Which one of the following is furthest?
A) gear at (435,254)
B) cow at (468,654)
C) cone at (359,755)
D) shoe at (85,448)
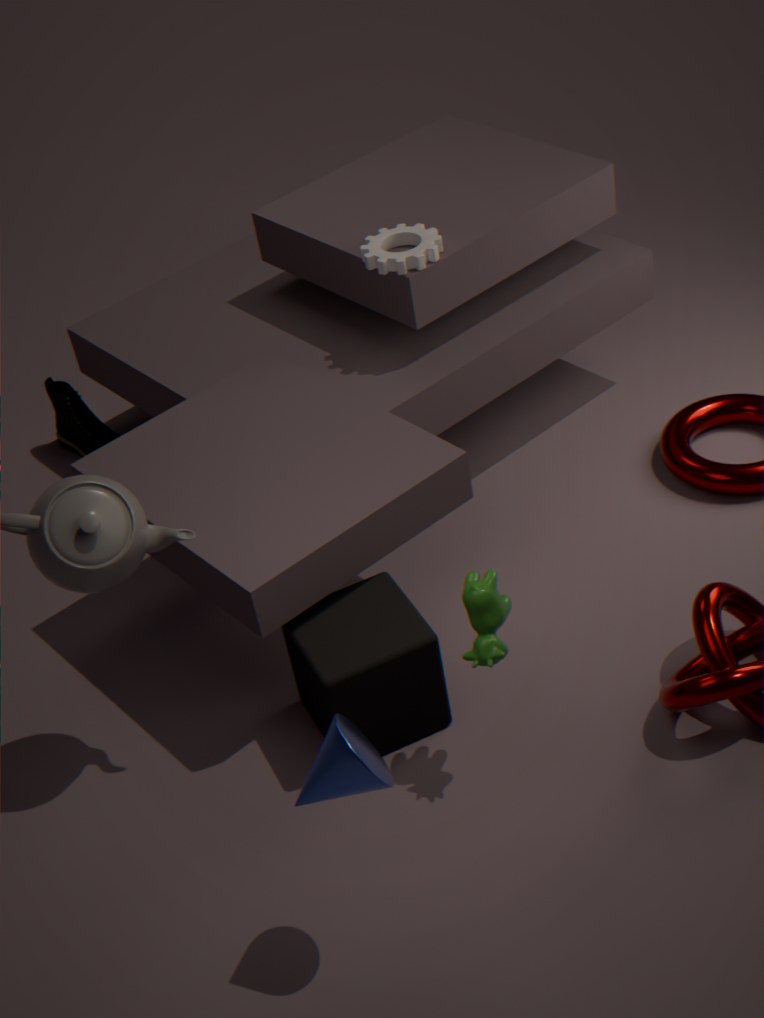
shoe at (85,448)
